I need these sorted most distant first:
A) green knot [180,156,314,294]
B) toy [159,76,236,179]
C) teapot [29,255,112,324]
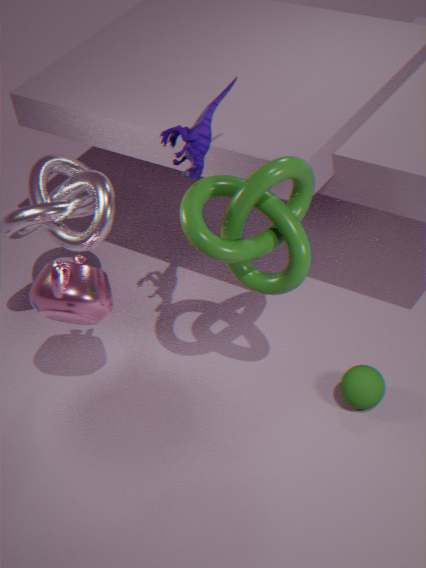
teapot [29,255,112,324] → toy [159,76,236,179] → green knot [180,156,314,294]
